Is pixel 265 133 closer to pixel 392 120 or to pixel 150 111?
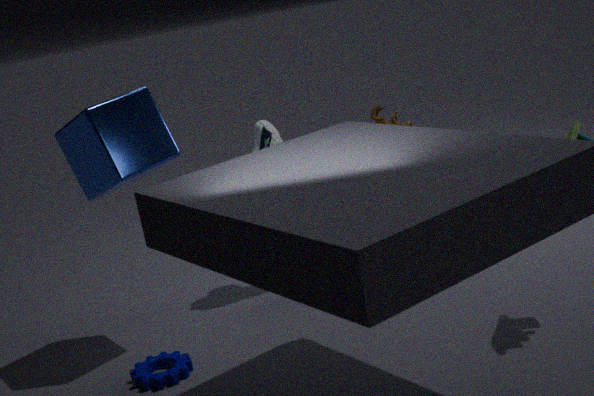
pixel 150 111
